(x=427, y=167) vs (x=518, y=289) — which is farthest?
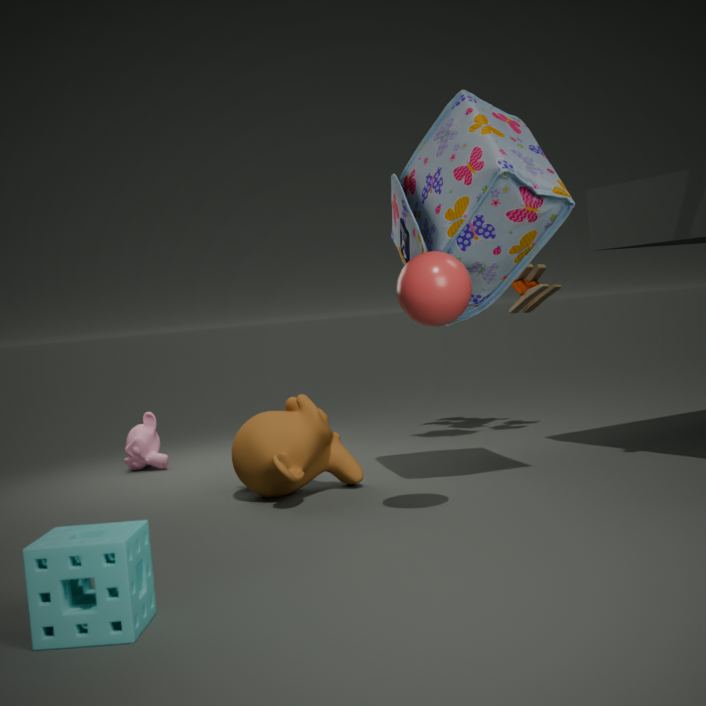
(x=518, y=289)
